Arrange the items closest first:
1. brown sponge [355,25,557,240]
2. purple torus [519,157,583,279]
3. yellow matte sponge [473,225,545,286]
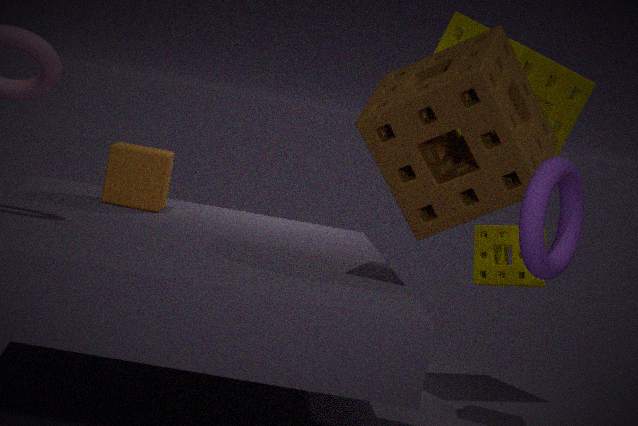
purple torus [519,157,583,279] < brown sponge [355,25,557,240] < yellow matte sponge [473,225,545,286]
